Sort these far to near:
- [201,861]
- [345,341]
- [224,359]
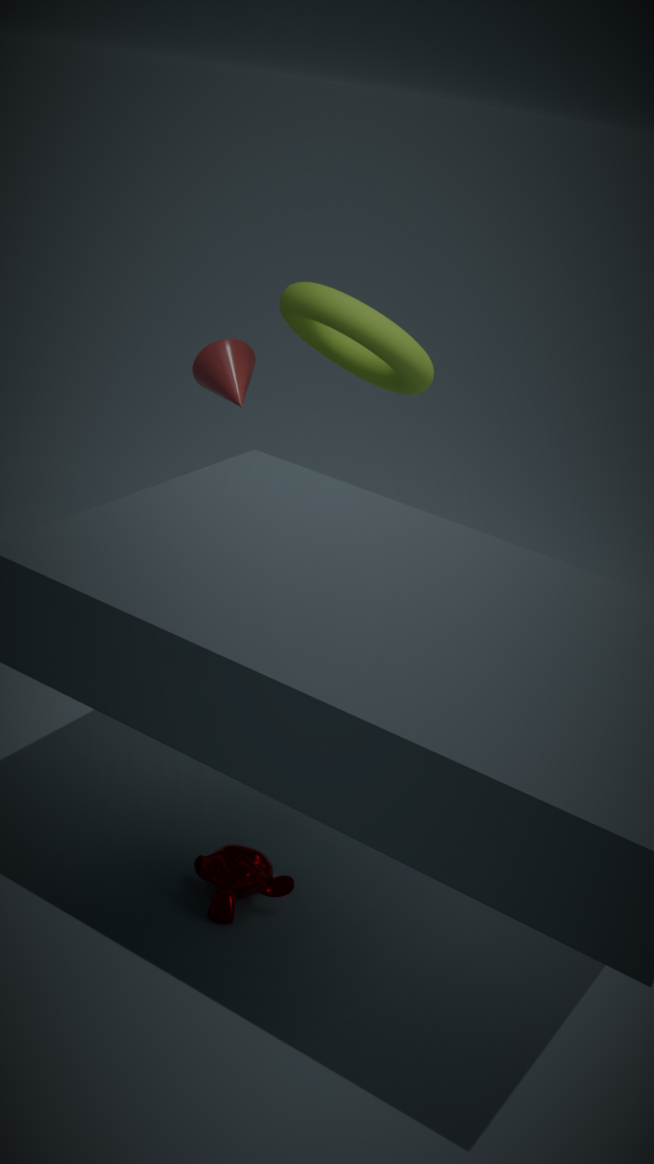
[224,359], [345,341], [201,861]
